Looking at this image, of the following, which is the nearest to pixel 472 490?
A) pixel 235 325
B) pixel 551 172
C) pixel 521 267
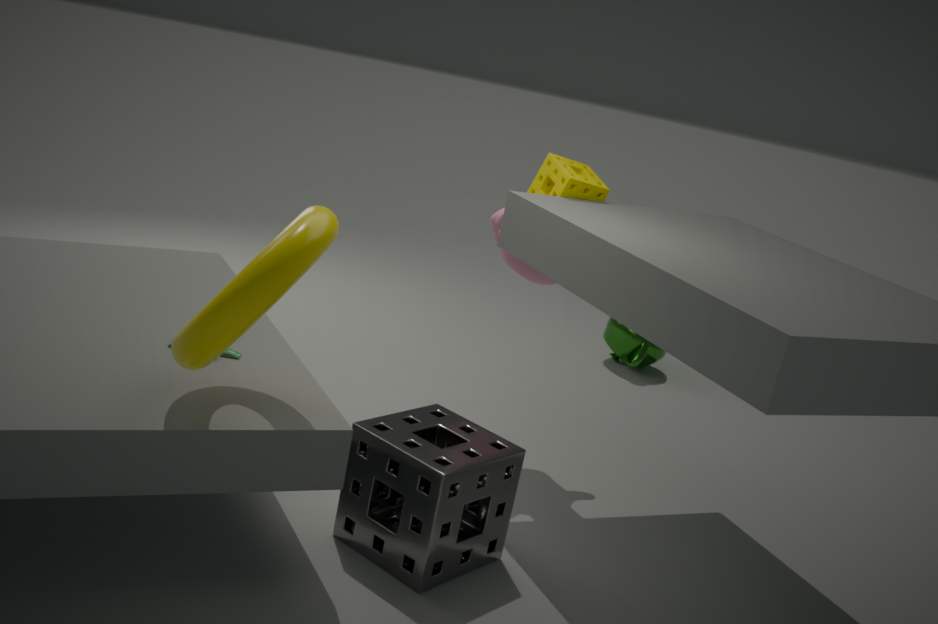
pixel 235 325
